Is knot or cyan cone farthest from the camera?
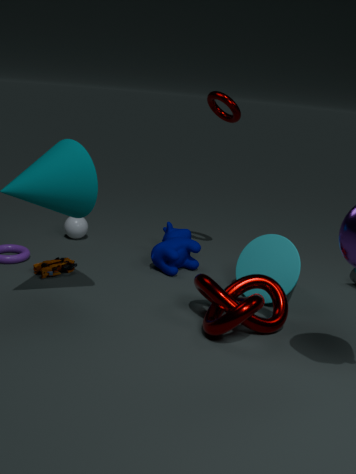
cyan cone
